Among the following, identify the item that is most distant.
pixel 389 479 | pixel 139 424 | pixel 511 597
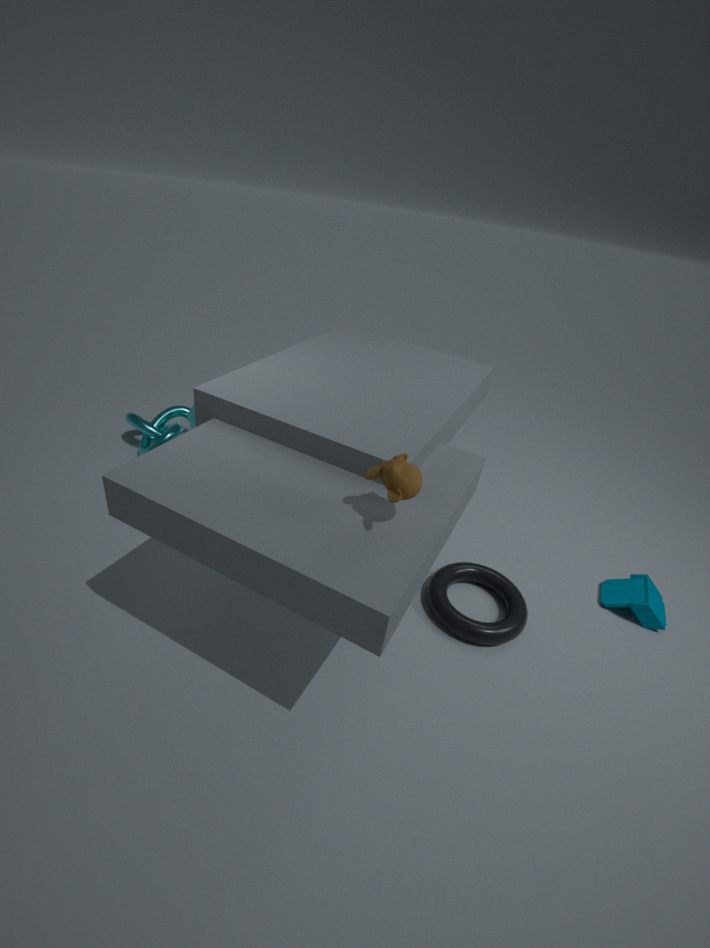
pixel 139 424
